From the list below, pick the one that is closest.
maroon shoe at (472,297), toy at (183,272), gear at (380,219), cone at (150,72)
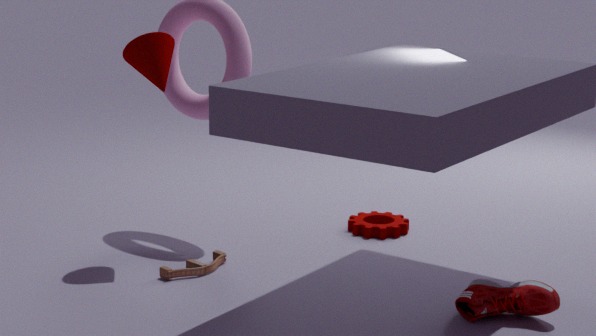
maroon shoe at (472,297)
